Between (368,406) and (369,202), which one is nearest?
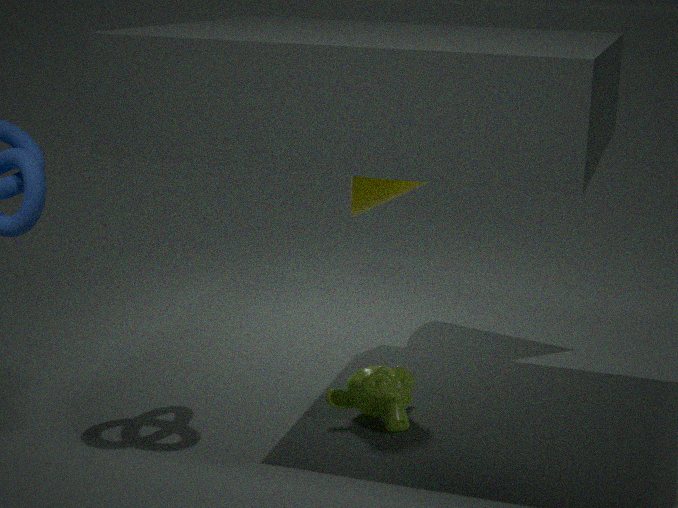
(368,406)
